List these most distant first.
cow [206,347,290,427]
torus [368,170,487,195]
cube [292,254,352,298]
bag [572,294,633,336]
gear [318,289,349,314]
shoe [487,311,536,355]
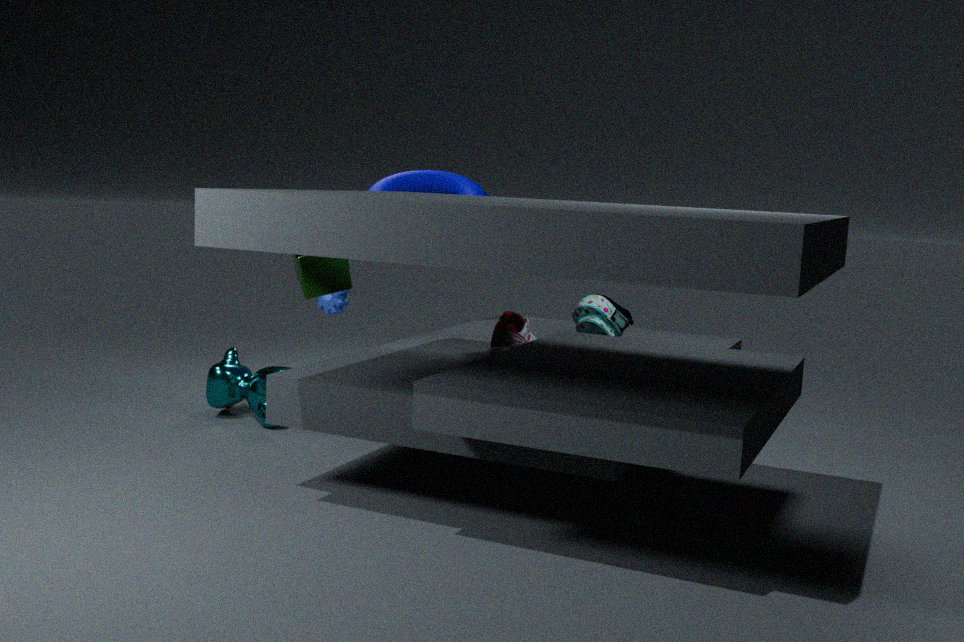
gear [318,289,349,314], torus [368,170,487,195], cow [206,347,290,427], cube [292,254,352,298], bag [572,294,633,336], shoe [487,311,536,355]
